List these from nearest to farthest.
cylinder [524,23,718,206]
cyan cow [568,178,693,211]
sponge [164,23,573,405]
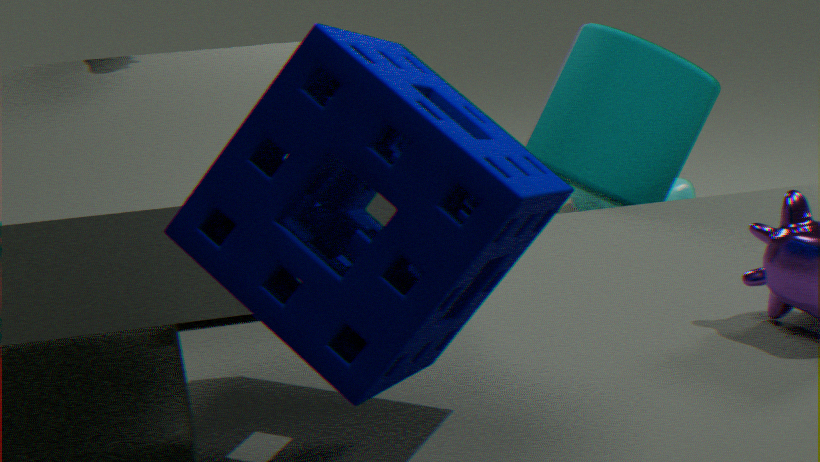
sponge [164,23,573,405] < cylinder [524,23,718,206] < cyan cow [568,178,693,211]
